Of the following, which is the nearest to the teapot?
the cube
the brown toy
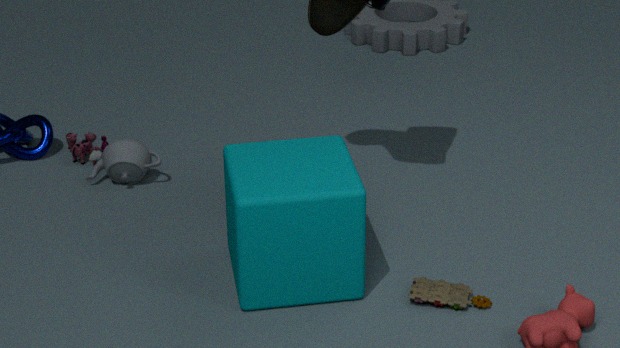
the cube
